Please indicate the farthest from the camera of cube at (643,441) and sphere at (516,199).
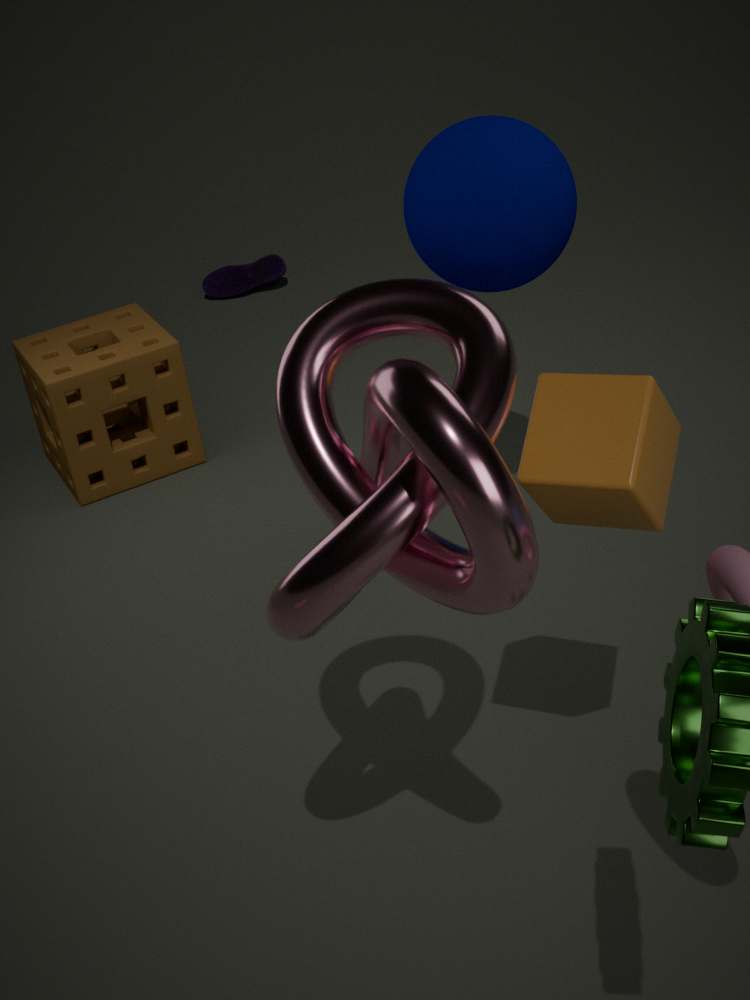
sphere at (516,199)
